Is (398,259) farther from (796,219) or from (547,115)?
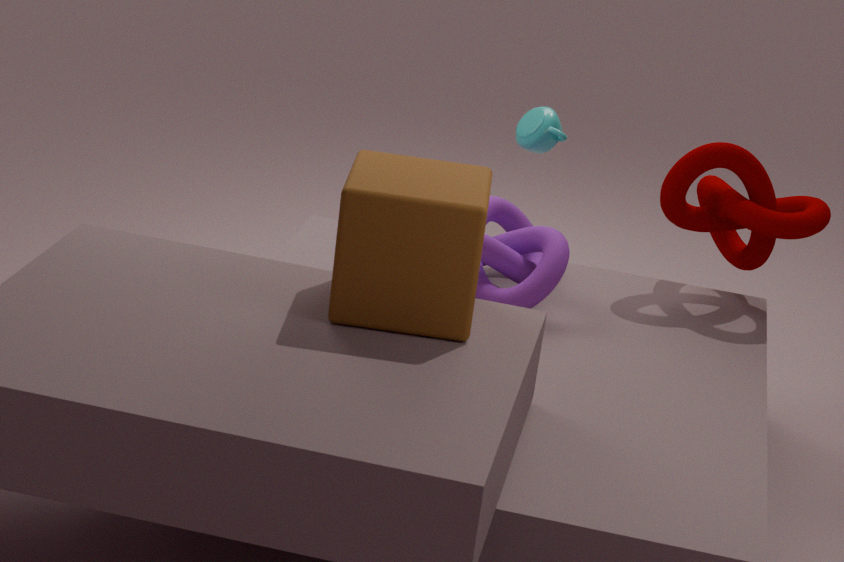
(796,219)
